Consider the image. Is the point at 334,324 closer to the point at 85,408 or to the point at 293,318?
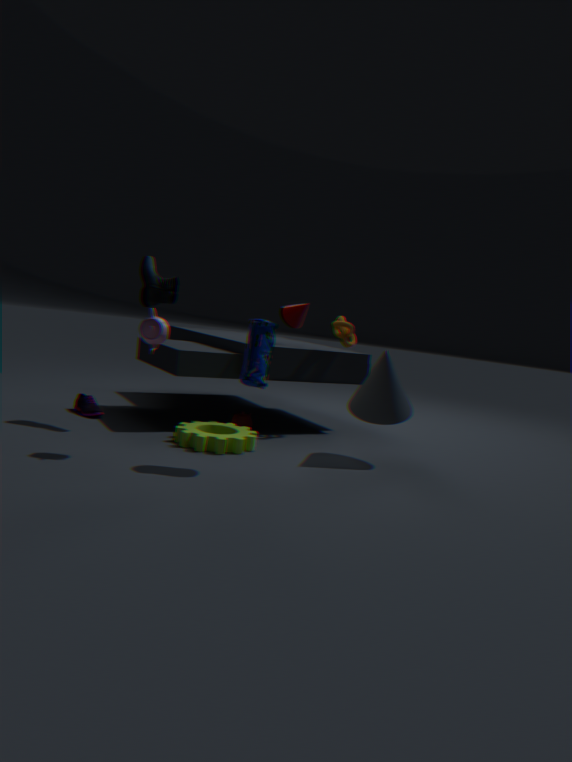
the point at 293,318
